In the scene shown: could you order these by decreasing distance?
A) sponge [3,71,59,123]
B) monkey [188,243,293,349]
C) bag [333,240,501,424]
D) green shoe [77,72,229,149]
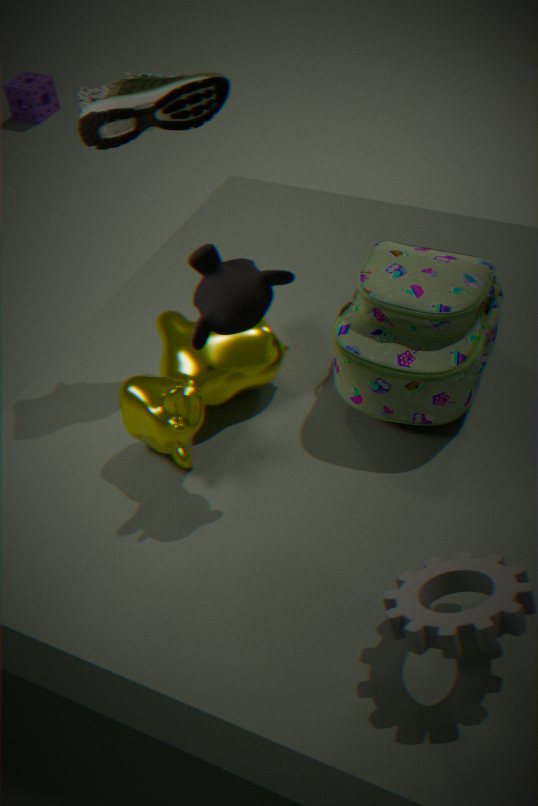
sponge [3,71,59,123] → green shoe [77,72,229,149] → bag [333,240,501,424] → monkey [188,243,293,349]
